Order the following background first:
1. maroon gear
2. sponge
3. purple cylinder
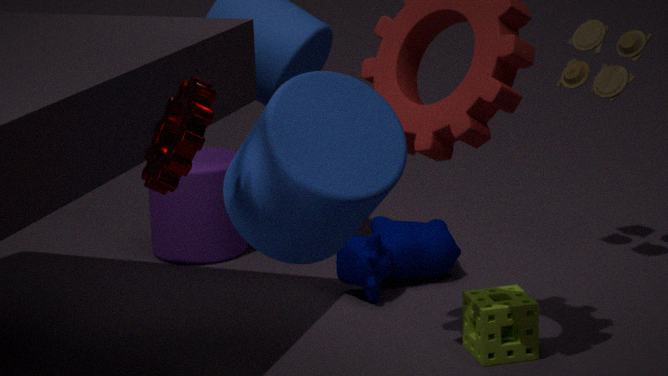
purple cylinder < sponge < maroon gear
